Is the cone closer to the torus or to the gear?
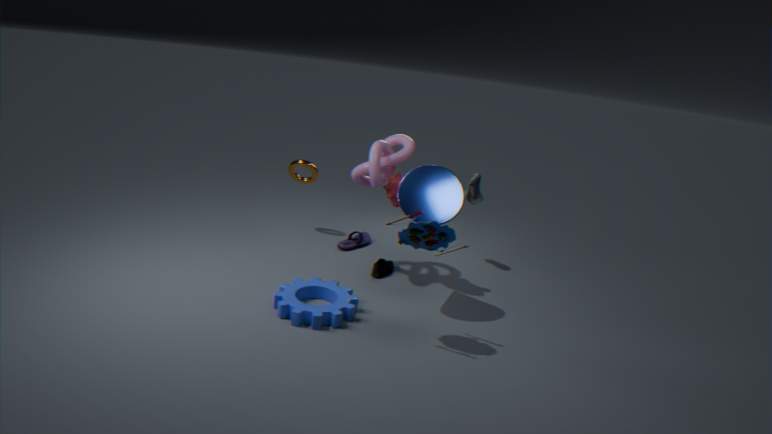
the gear
